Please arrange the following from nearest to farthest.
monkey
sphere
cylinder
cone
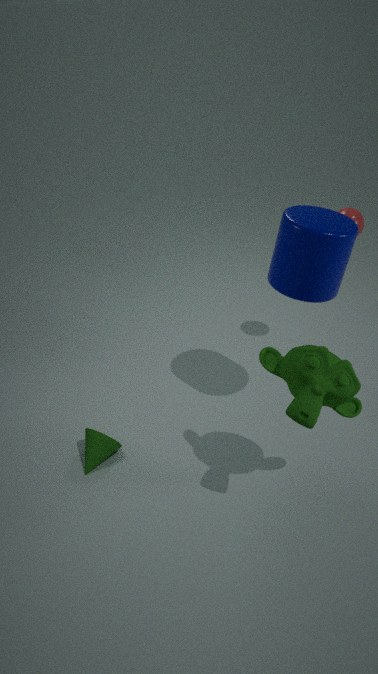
monkey
cylinder
cone
sphere
